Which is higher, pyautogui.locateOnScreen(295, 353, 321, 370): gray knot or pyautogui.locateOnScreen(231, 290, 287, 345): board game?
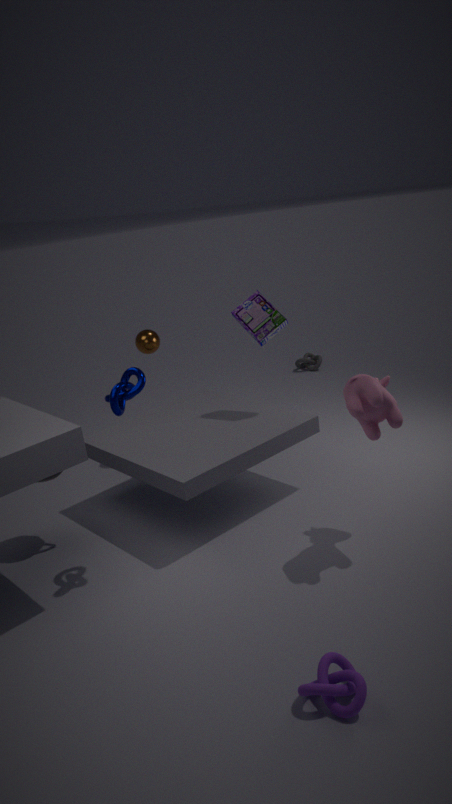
pyautogui.locateOnScreen(231, 290, 287, 345): board game
